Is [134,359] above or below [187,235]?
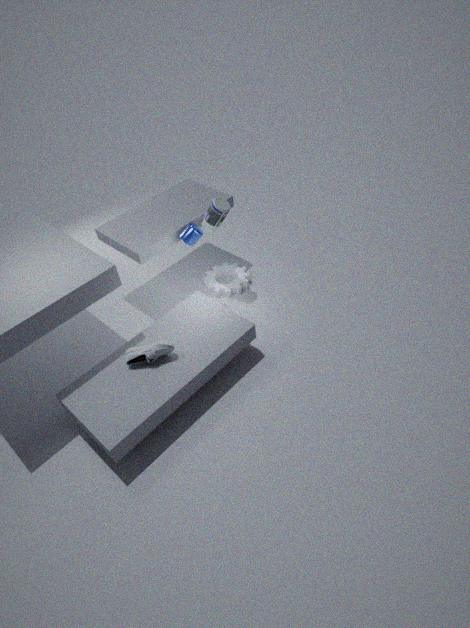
below
